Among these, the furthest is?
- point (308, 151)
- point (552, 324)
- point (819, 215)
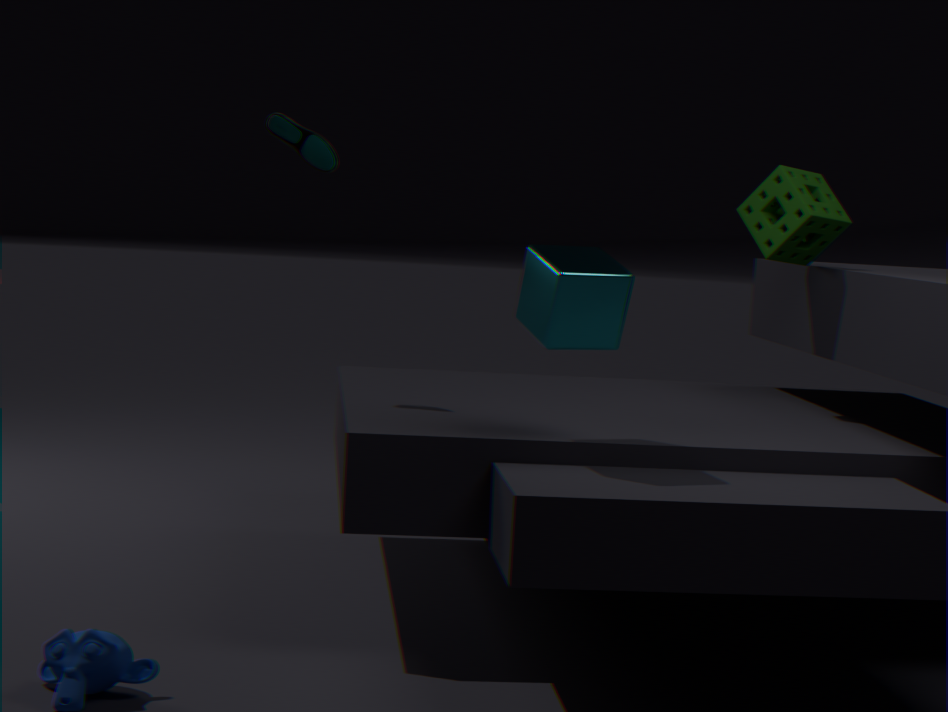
point (819, 215)
